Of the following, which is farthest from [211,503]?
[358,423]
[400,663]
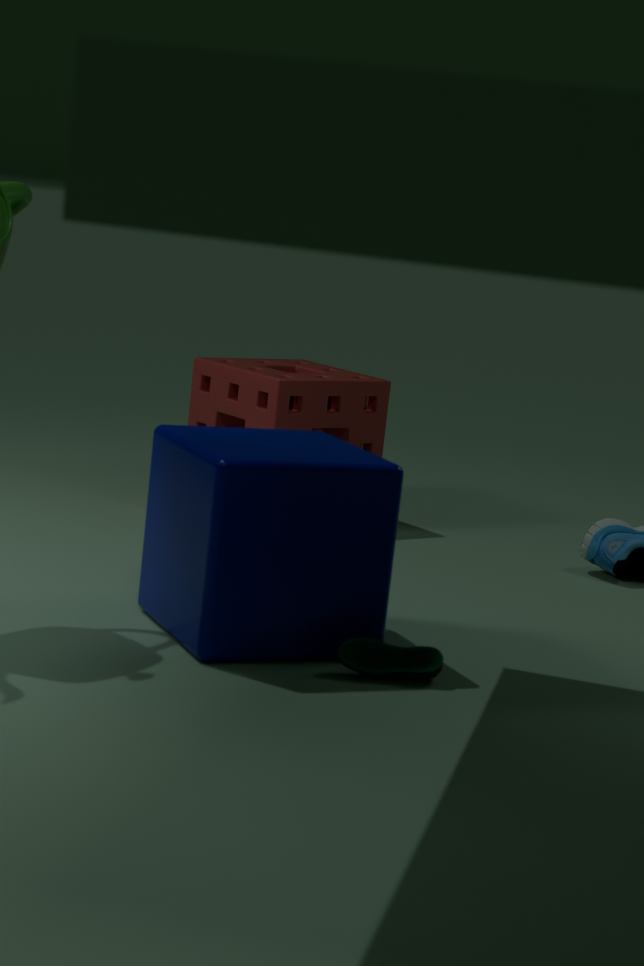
[358,423]
